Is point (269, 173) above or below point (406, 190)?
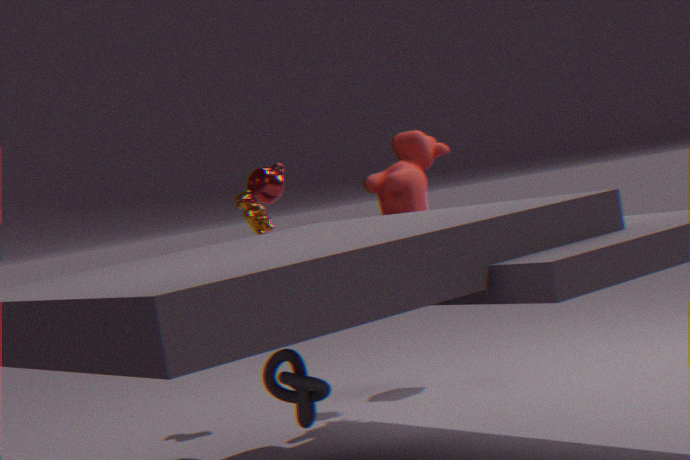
above
